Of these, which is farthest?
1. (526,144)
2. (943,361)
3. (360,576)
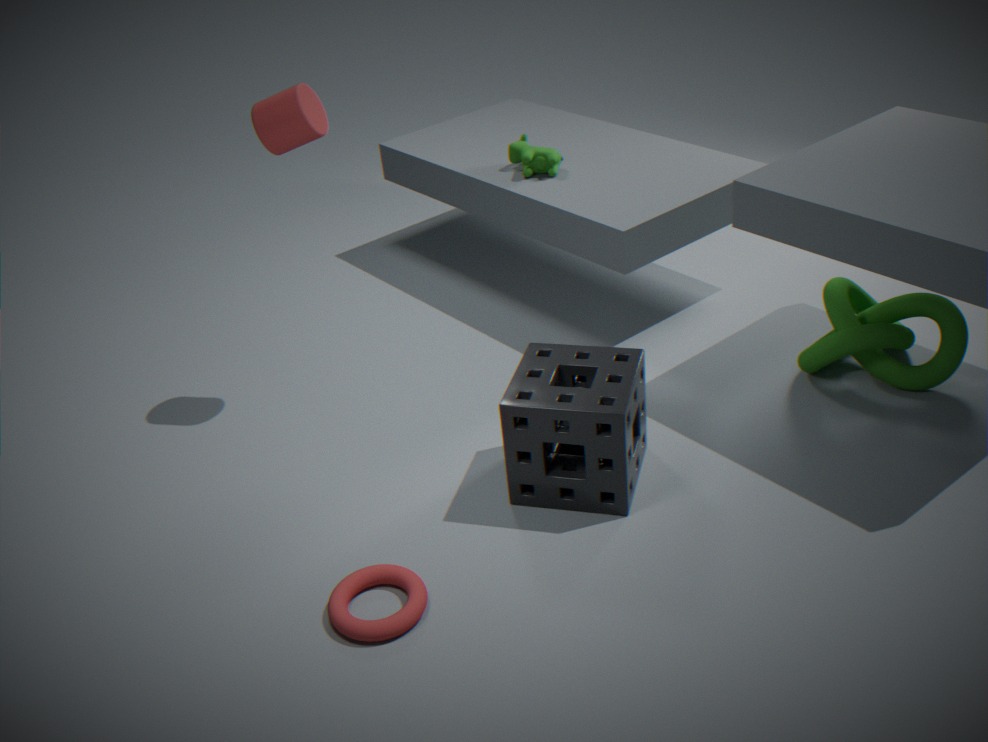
(526,144)
